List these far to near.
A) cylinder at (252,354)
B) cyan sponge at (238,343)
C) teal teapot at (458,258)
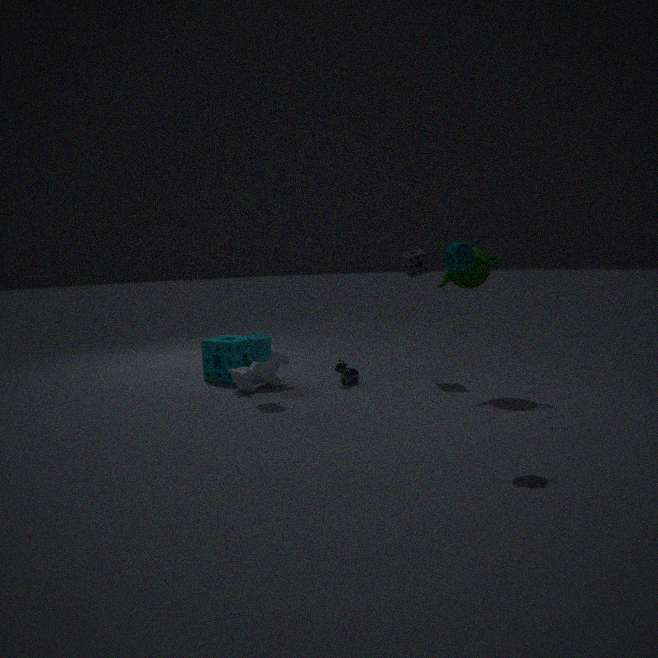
cyan sponge at (238,343) → cylinder at (252,354) → teal teapot at (458,258)
